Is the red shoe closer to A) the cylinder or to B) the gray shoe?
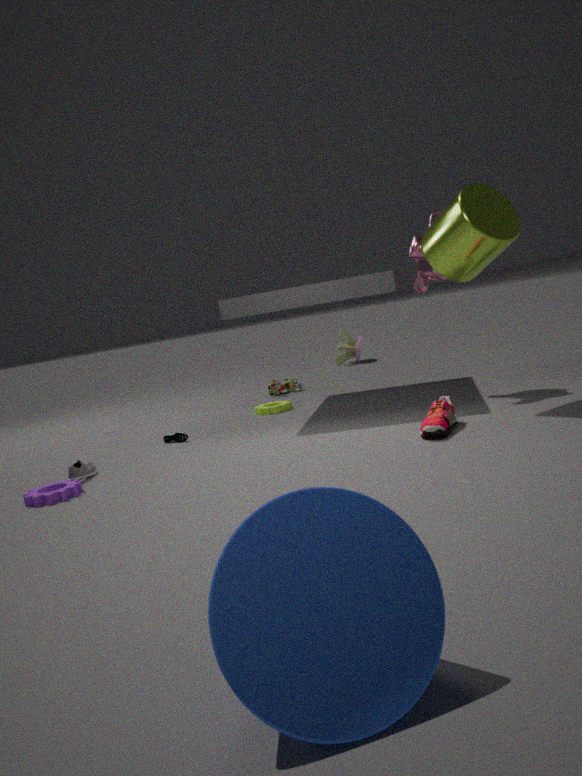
A) the cylinder
